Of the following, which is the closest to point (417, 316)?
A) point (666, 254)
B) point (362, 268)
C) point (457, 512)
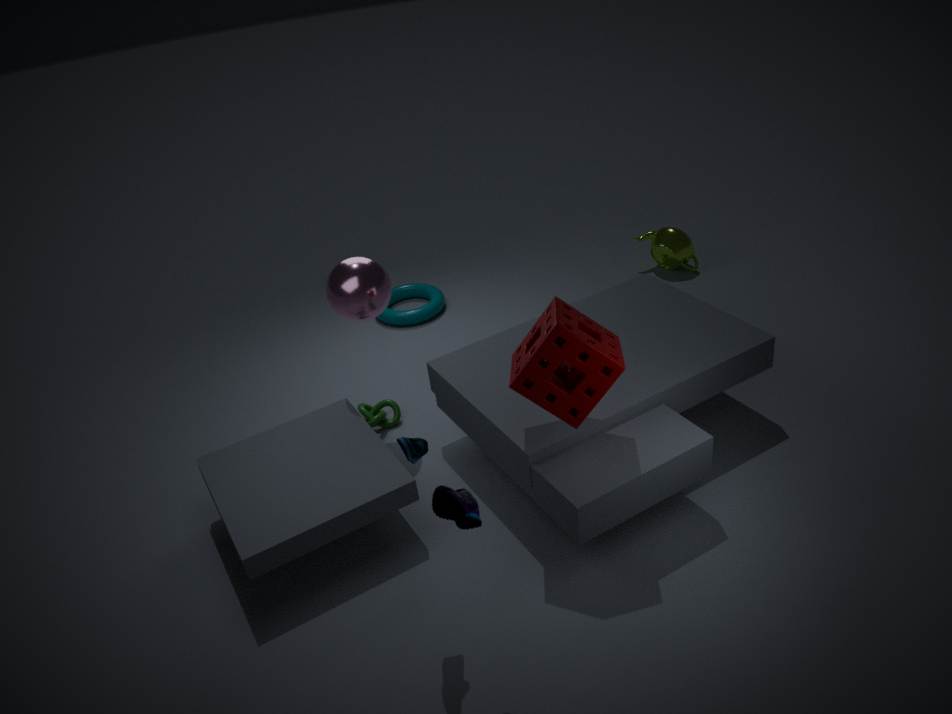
point (362, 268)
